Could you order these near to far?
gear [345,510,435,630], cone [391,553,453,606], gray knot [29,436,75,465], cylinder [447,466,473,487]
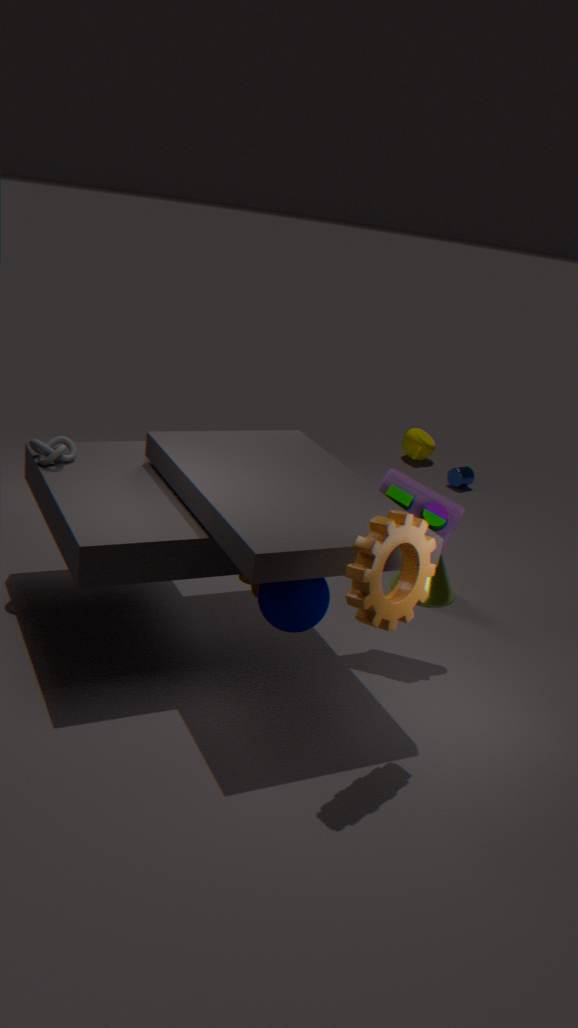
gear [345,510,435,630] < gray knot [29,436,75,465] < cone [391,553,453,606] < cylinder [447,466,473,487]
